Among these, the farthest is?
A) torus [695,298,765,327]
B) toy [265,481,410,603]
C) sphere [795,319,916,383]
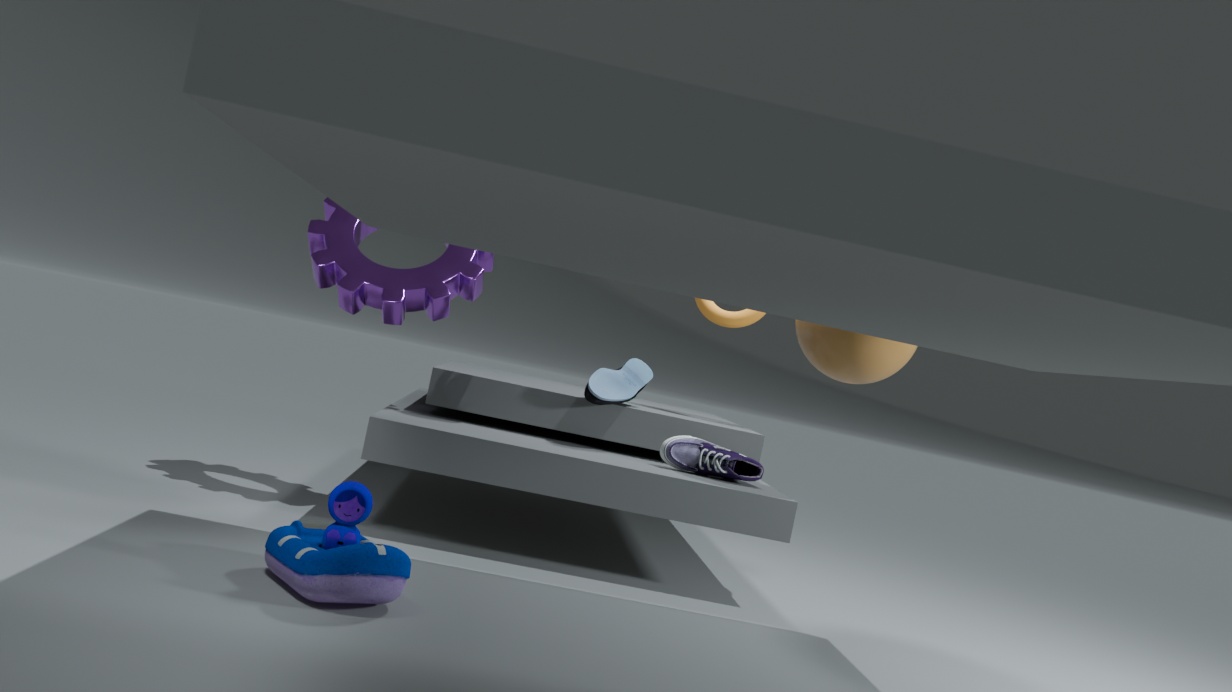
A. torus [695,298,765,327]
